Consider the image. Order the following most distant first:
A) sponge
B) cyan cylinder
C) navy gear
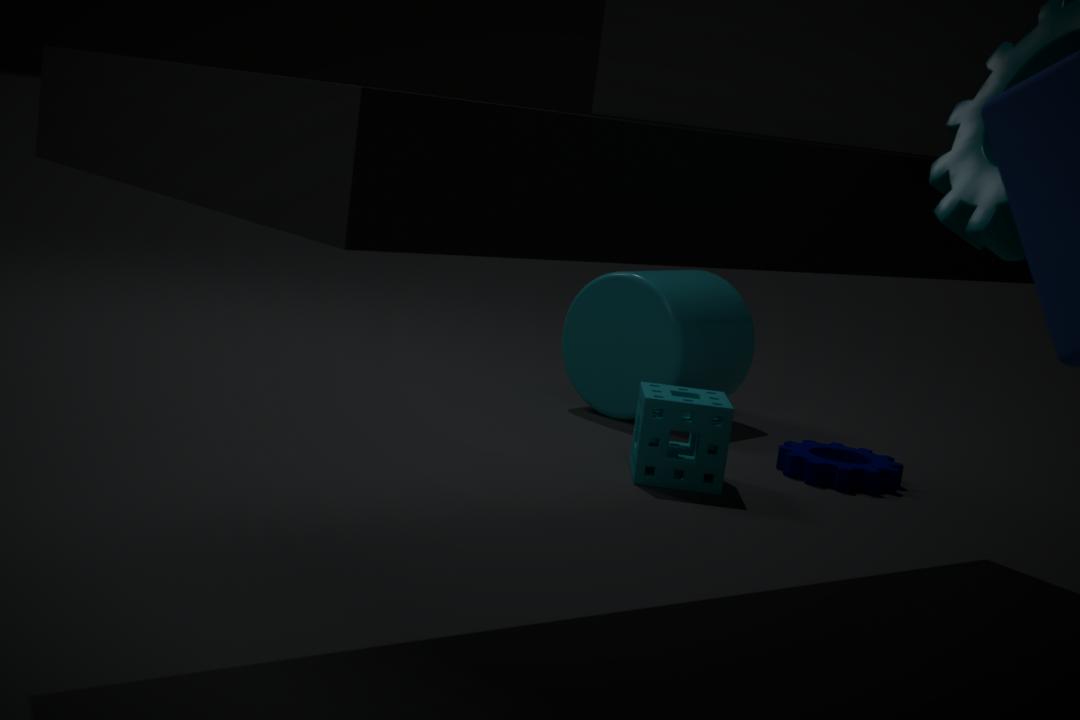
1. cyan cylinder
2. navy gear
3. sponge
